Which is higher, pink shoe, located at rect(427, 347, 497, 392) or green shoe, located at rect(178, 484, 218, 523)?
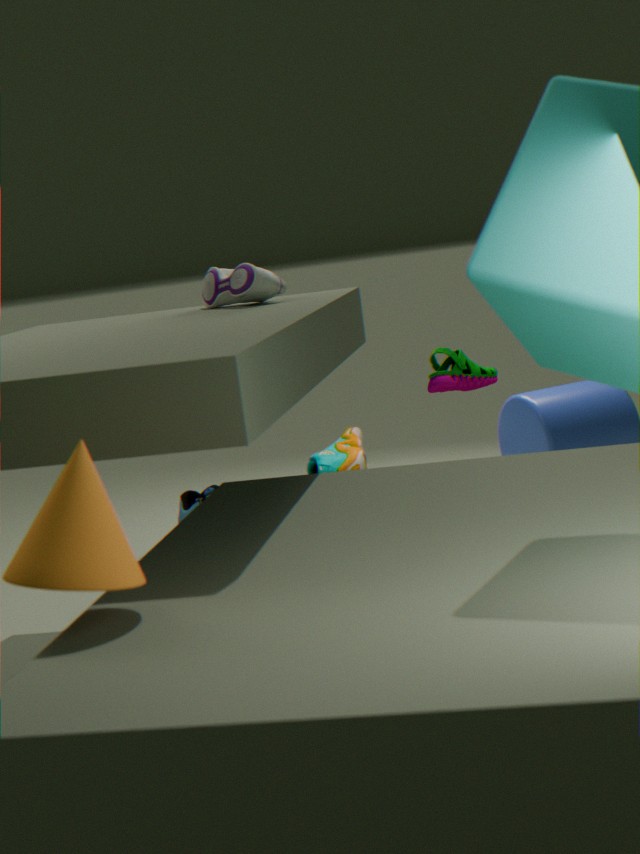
pink shoe, located at rect(427, 347, 497, 392)
